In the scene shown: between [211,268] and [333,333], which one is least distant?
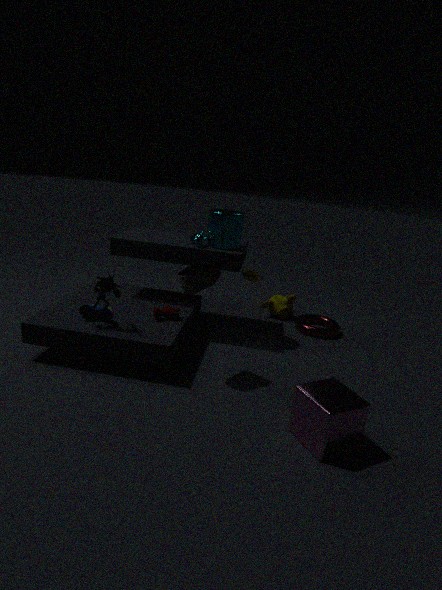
[211,268]
